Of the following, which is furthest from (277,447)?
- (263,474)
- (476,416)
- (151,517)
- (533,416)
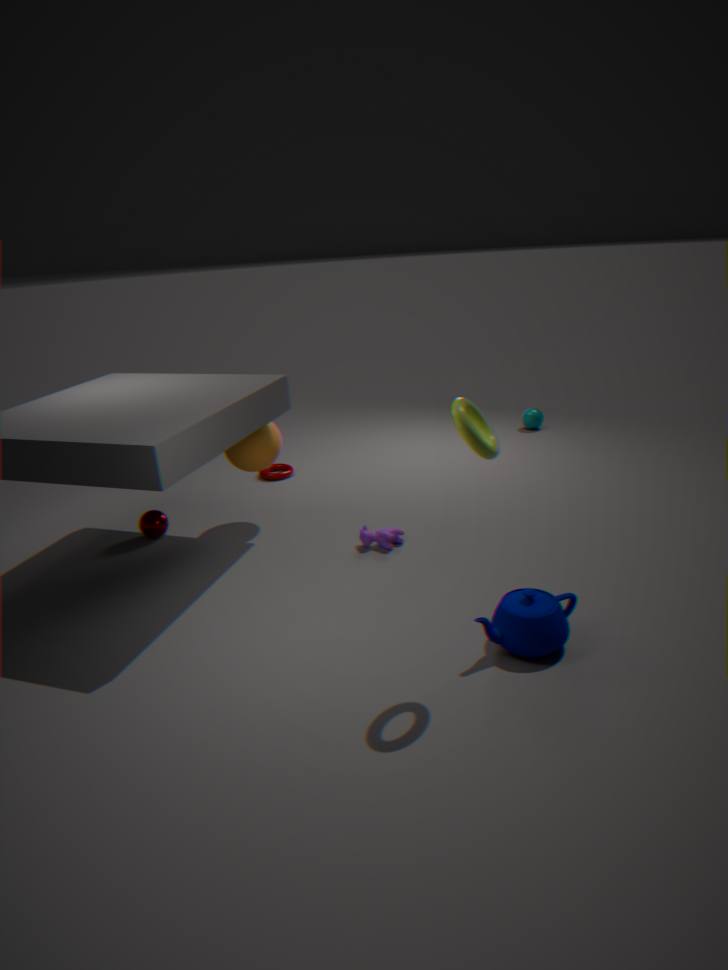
(533,416)
